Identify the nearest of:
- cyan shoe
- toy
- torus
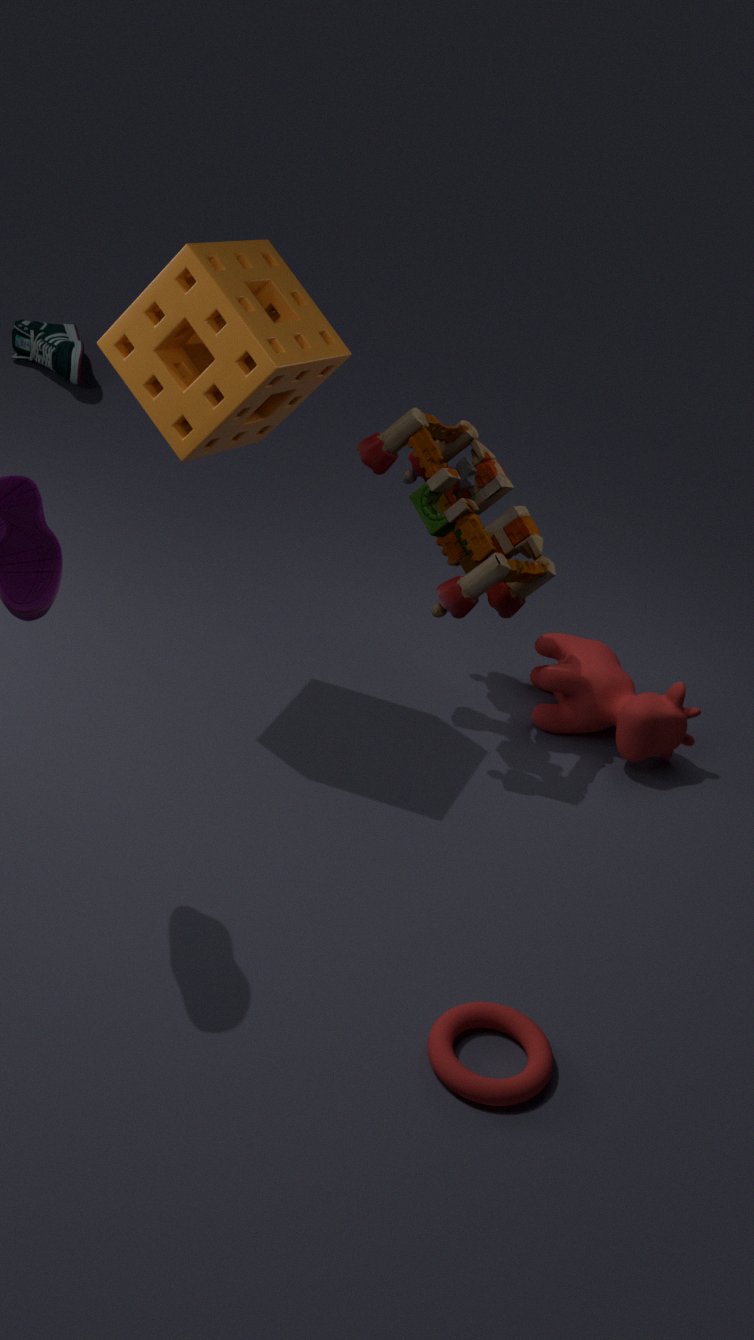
torus
